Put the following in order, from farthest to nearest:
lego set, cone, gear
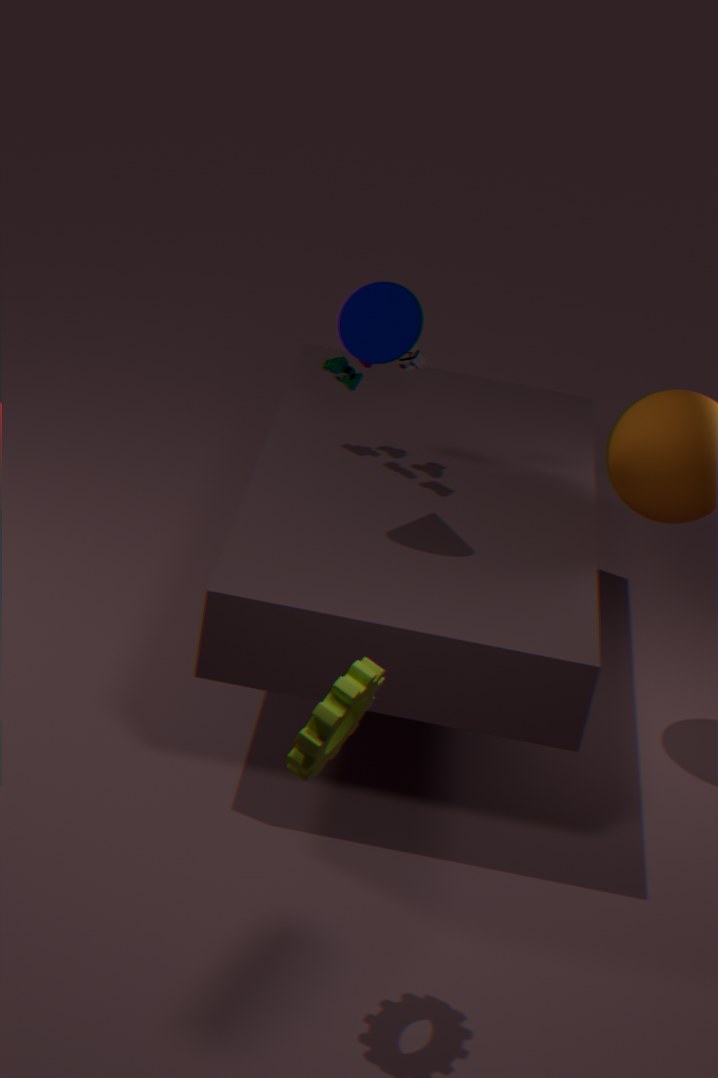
lego set → cone → gear
